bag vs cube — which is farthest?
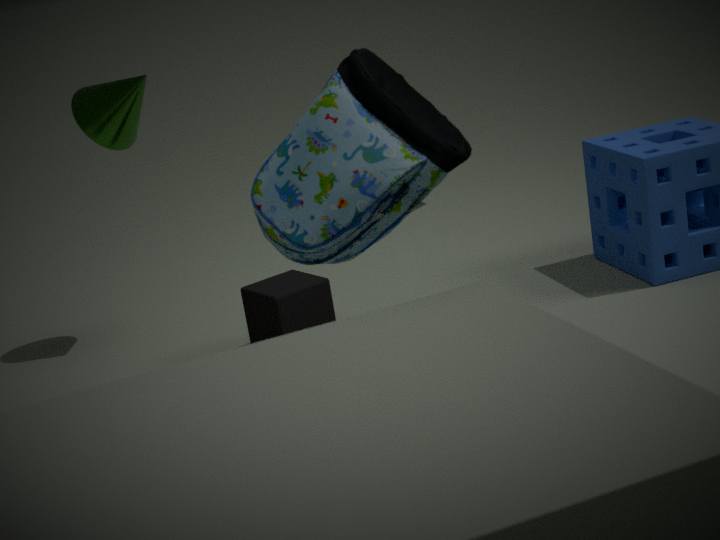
cube
